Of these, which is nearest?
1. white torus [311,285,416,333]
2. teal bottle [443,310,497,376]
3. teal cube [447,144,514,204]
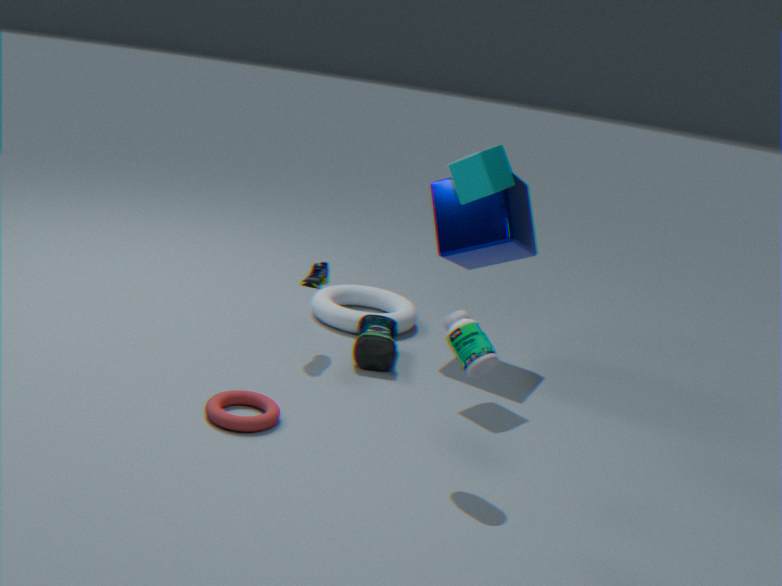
teal bottle [443,310,497,376]
